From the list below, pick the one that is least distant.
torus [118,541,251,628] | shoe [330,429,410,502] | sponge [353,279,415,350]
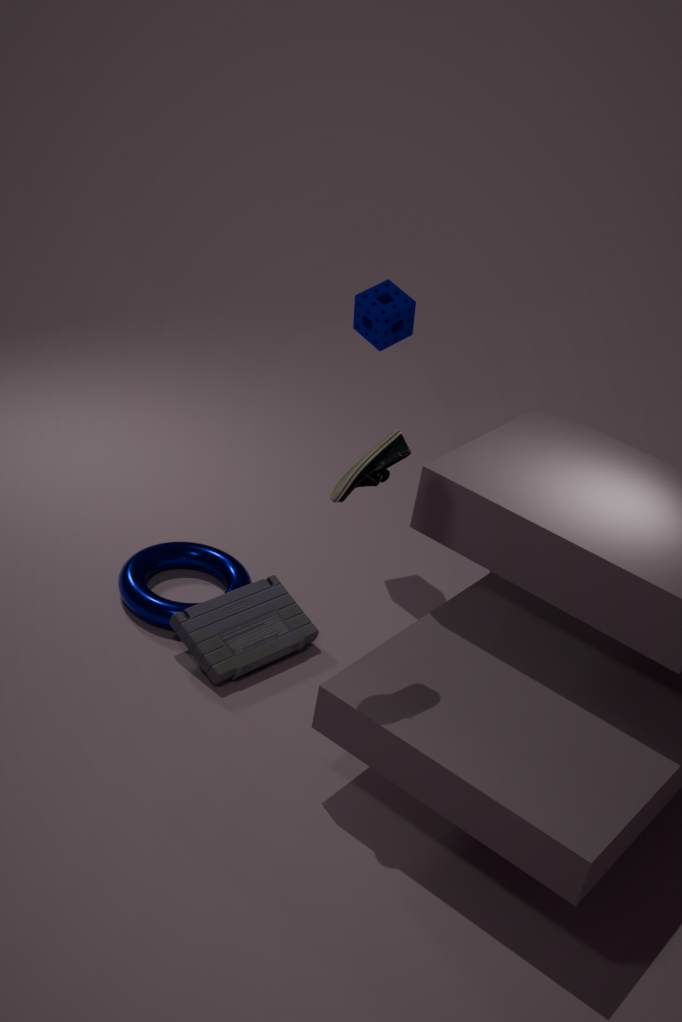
shoe [330,429,410,502]
